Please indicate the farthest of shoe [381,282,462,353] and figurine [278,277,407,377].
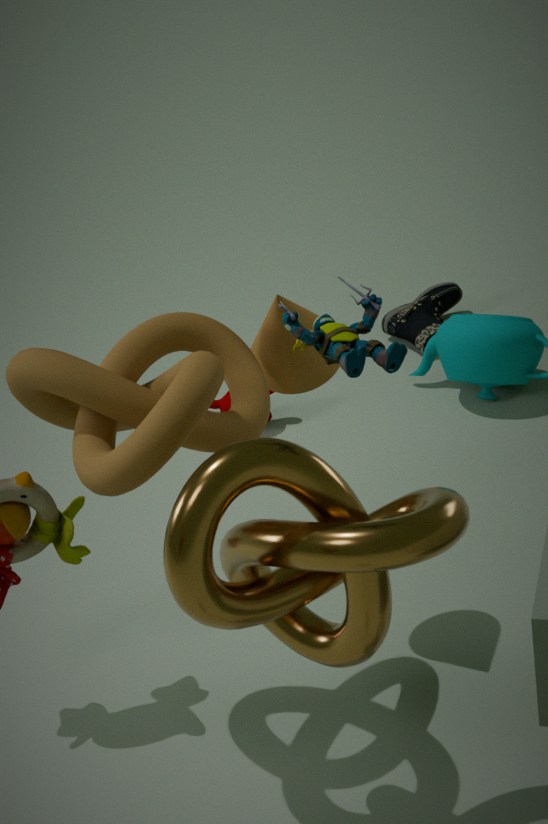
shoe [381,282,462,353]
